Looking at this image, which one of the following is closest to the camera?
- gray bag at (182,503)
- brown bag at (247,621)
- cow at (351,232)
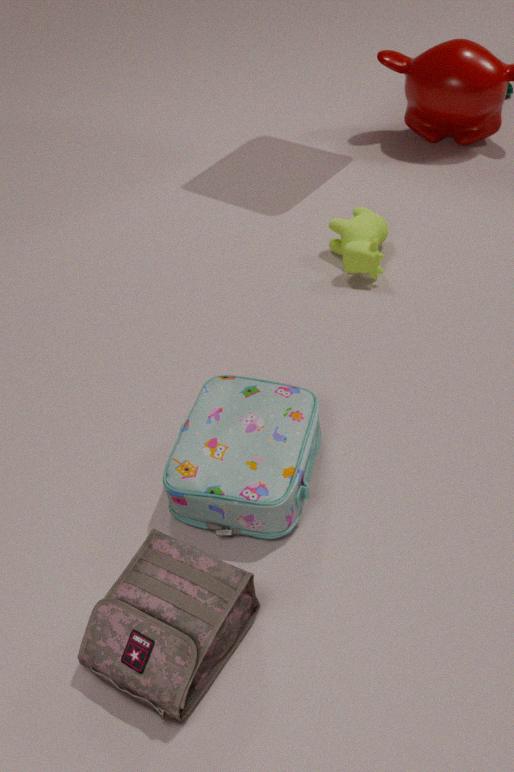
brown bag at (247,621)
